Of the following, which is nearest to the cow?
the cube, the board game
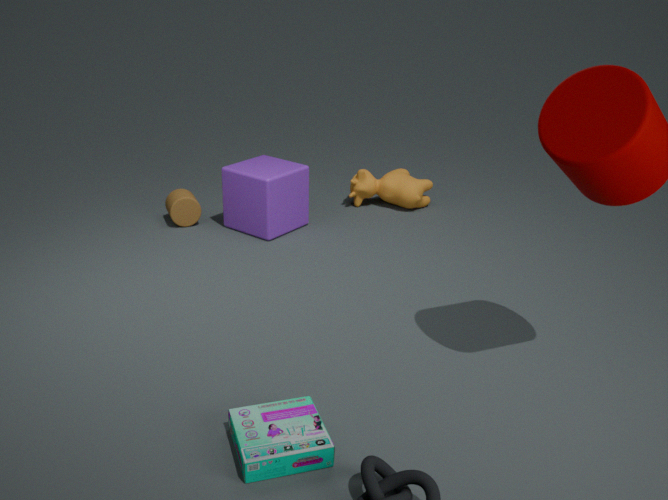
the cube
